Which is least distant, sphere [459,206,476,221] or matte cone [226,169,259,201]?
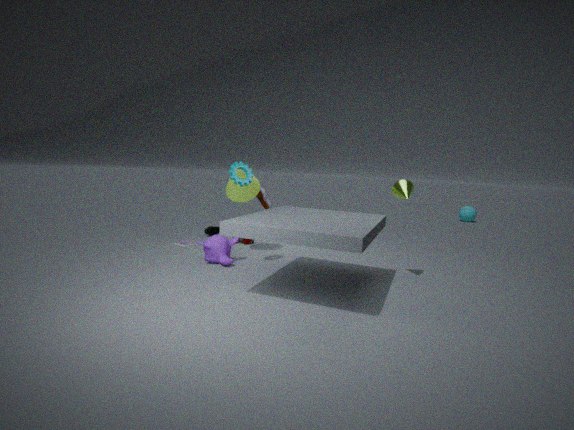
matte cone [226,169,259,201]
